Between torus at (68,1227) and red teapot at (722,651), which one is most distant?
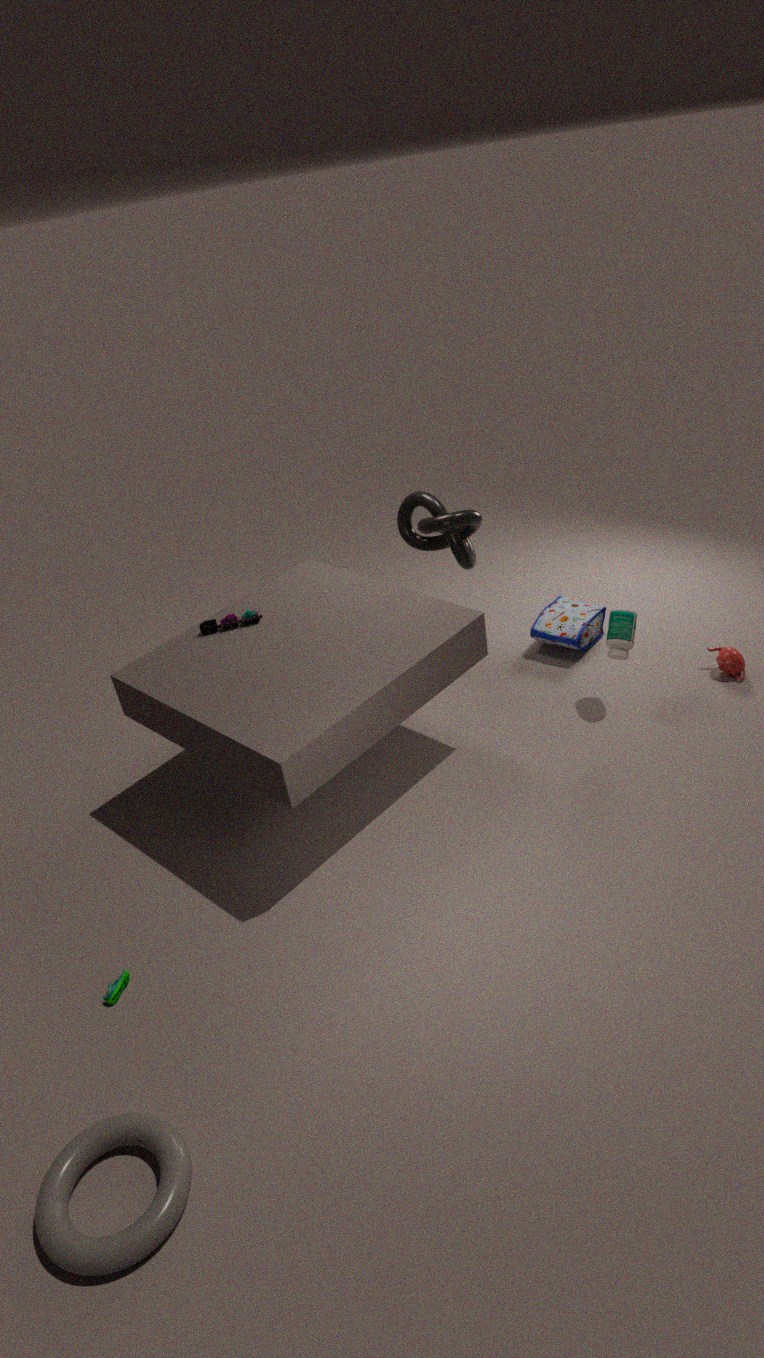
red teapot at (722,651)
